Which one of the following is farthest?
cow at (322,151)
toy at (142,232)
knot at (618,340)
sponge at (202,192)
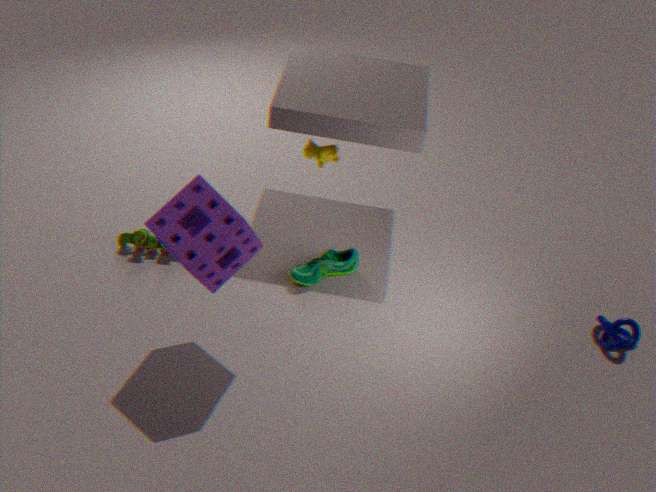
toy at (142,232)
